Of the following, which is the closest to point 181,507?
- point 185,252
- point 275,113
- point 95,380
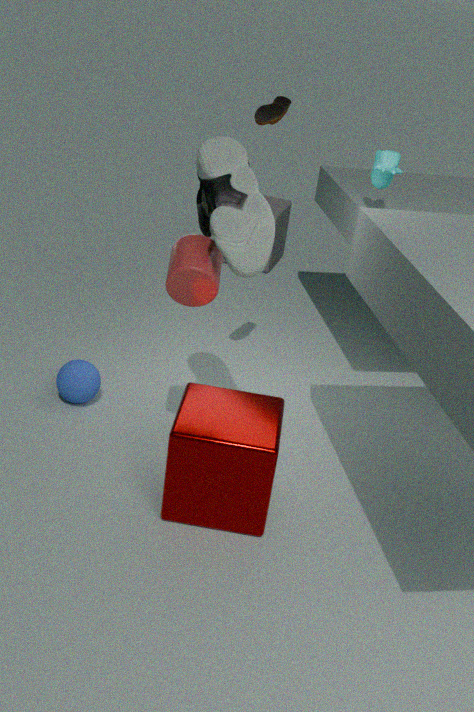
point 185,252
